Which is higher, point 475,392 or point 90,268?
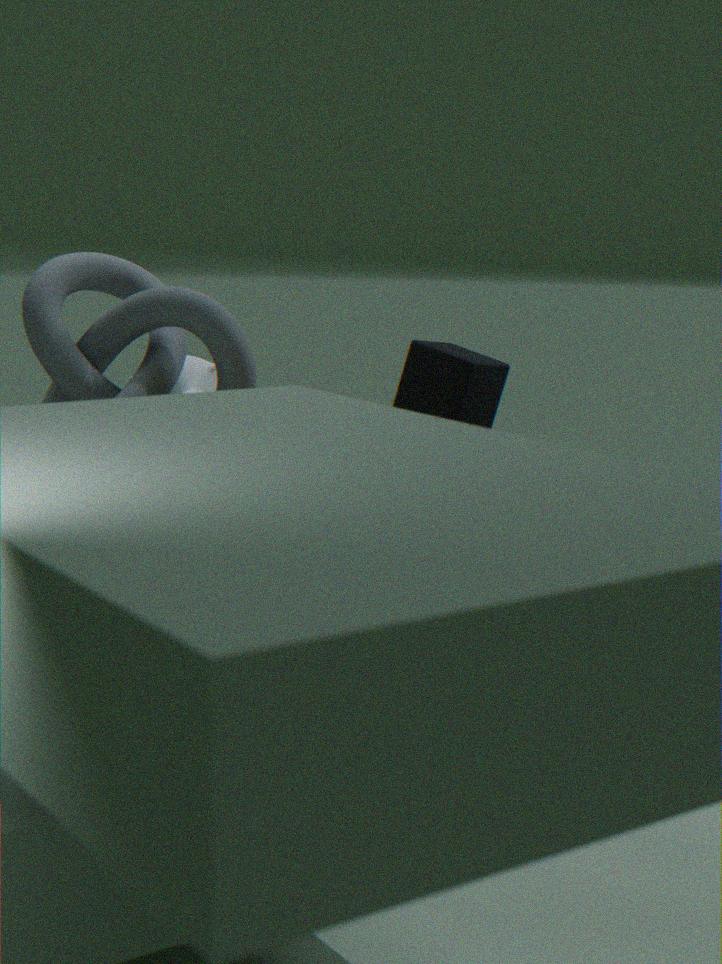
point 90,268
